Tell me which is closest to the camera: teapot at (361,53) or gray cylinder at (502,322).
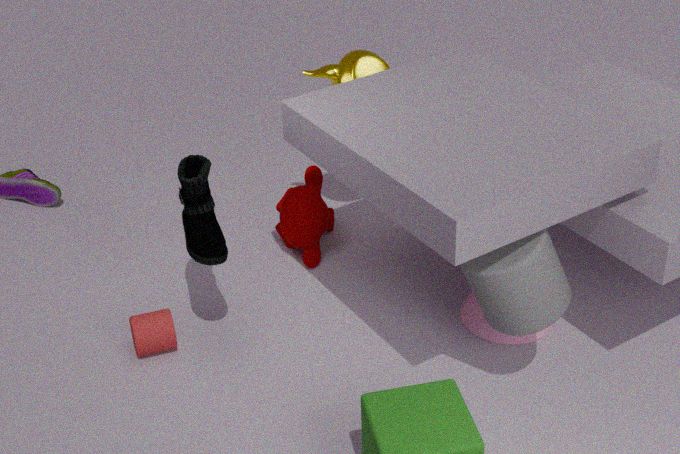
gray cylinder at (502,322)
